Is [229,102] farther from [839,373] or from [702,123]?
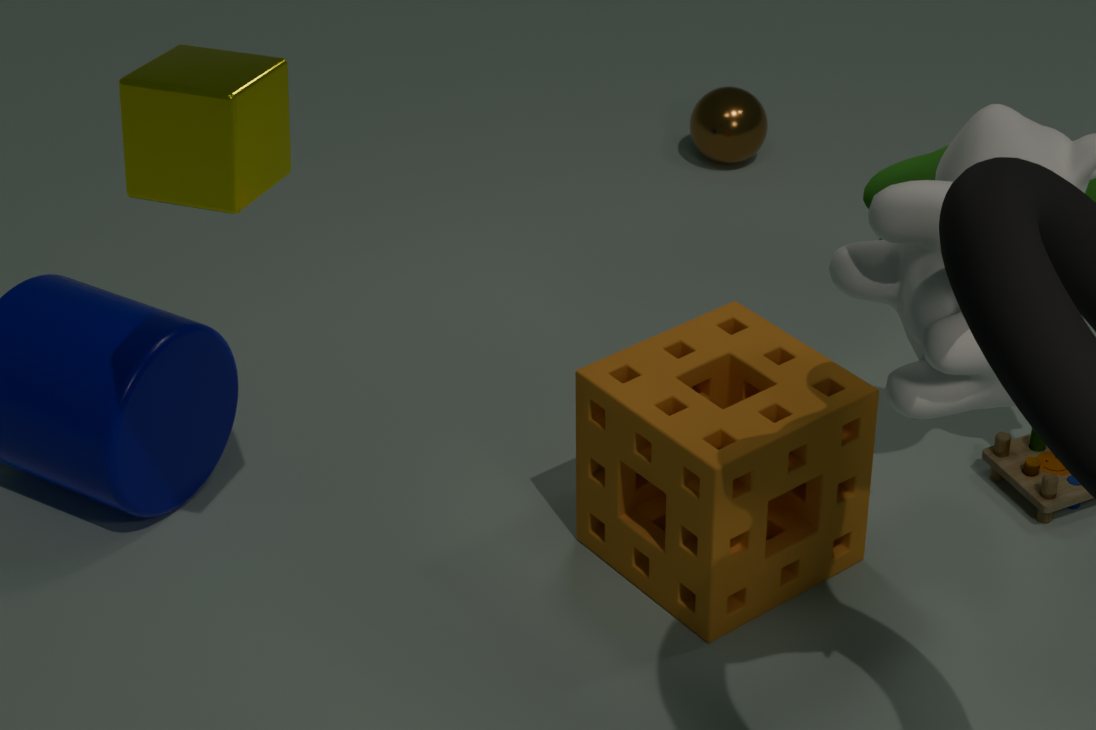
[702,123]
